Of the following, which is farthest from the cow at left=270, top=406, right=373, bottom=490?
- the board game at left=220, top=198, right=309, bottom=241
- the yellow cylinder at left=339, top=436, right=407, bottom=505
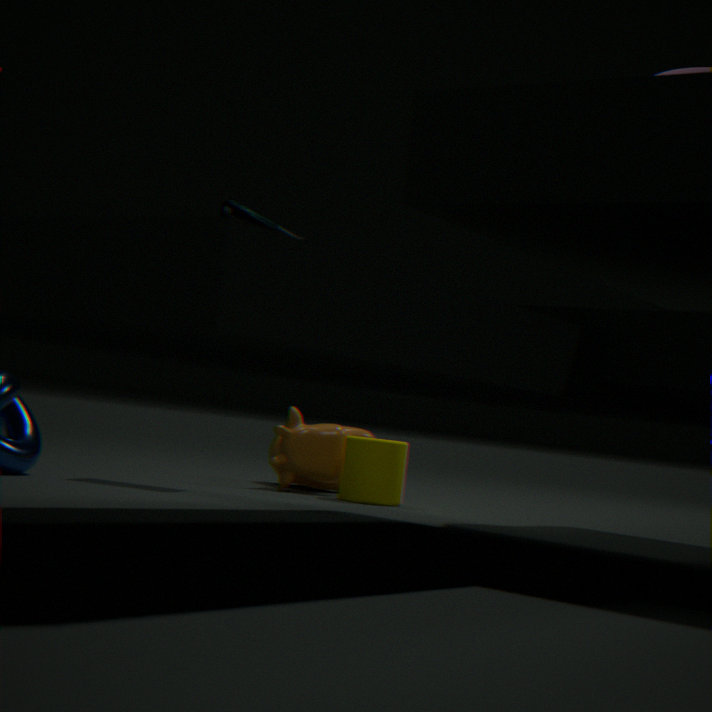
the board game at left=220, top=198, right=309, bottom=241
